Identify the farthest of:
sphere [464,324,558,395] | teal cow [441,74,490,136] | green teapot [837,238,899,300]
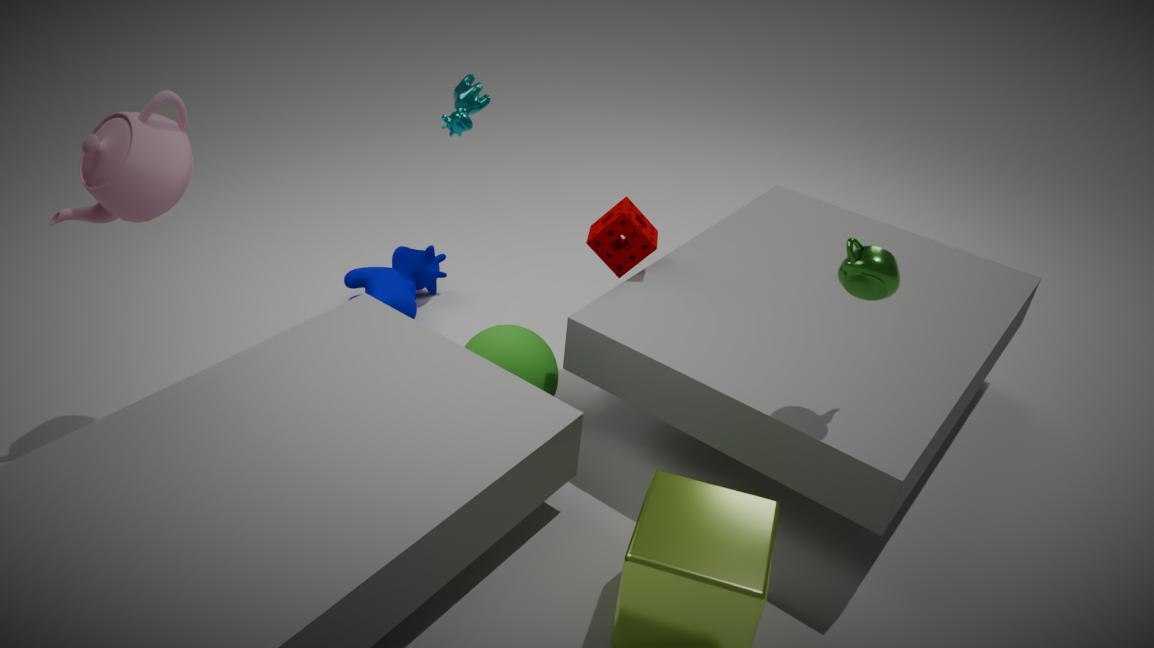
teal cow [441,74,490,136]
